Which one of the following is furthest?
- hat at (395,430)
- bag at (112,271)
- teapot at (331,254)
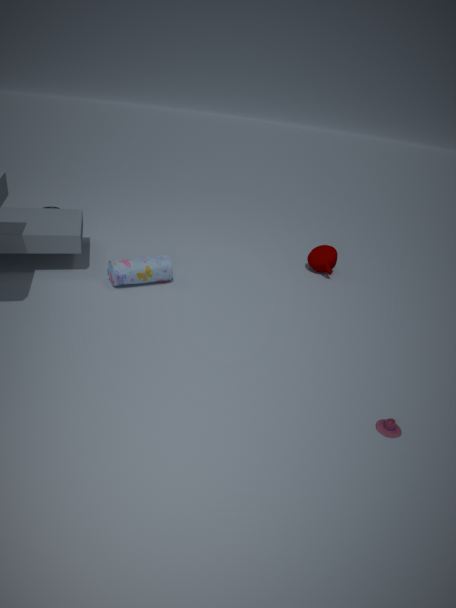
teapot at (331,254)
